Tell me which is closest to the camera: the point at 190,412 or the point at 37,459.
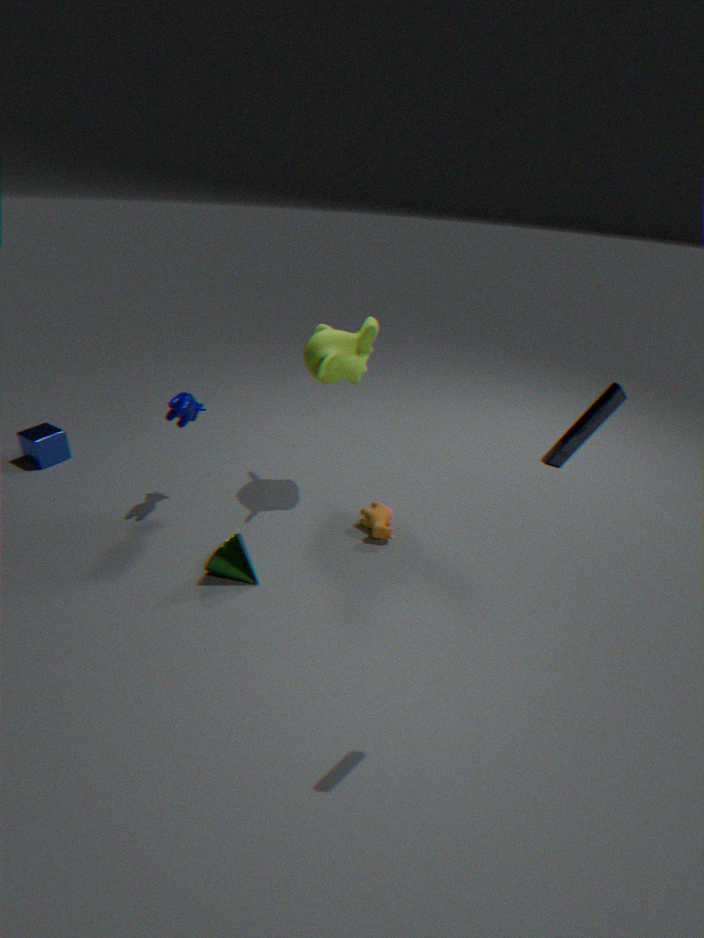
the point at 190,412
